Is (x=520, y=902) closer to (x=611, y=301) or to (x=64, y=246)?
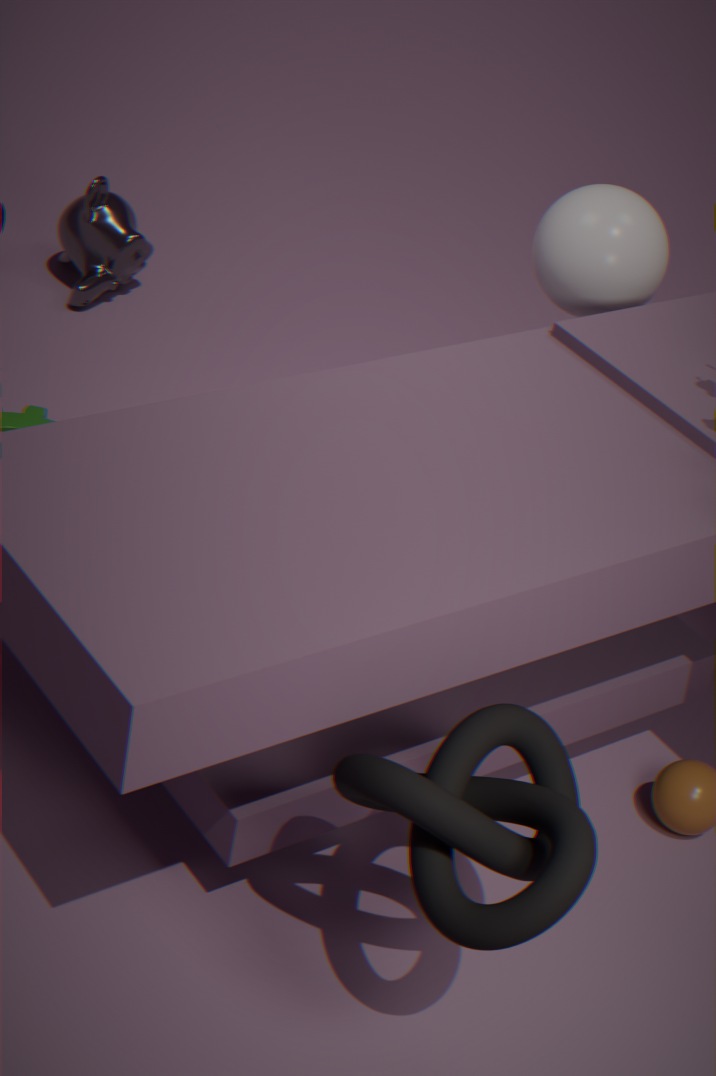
(x=611, y=301)
